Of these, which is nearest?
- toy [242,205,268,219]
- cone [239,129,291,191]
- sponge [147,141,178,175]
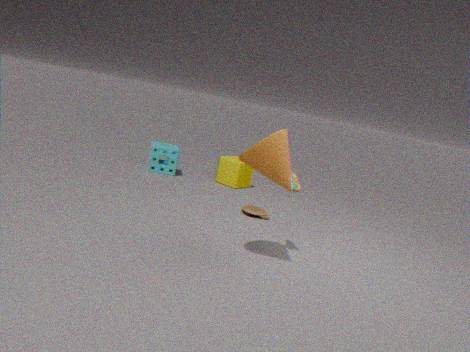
cone [239,129,291,191]
